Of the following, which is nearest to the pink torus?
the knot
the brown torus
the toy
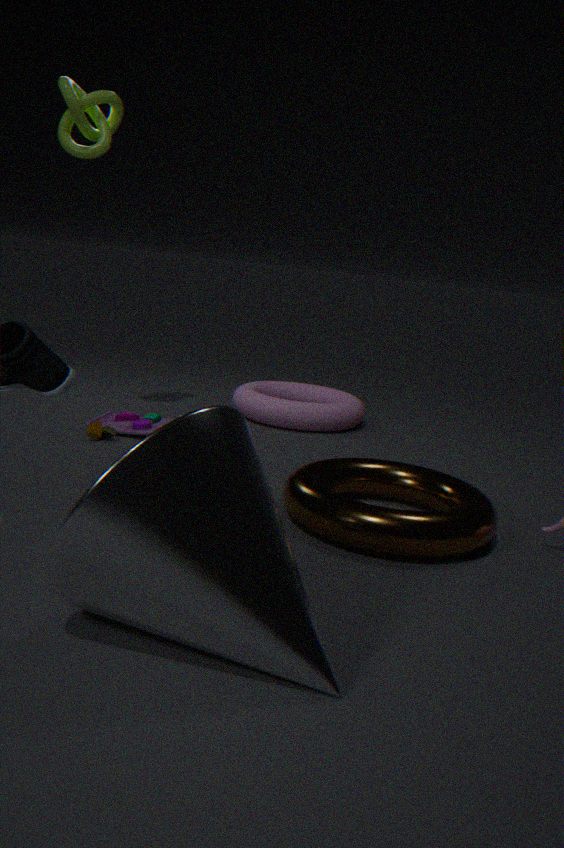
the toy
